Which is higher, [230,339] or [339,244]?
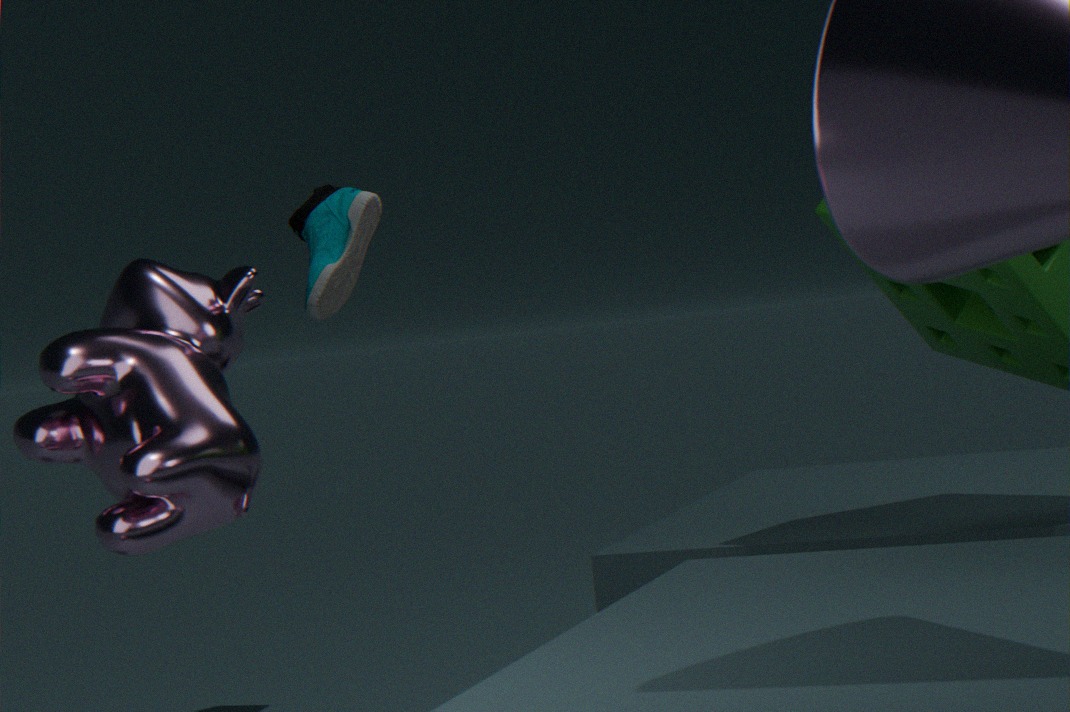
[339,244]
